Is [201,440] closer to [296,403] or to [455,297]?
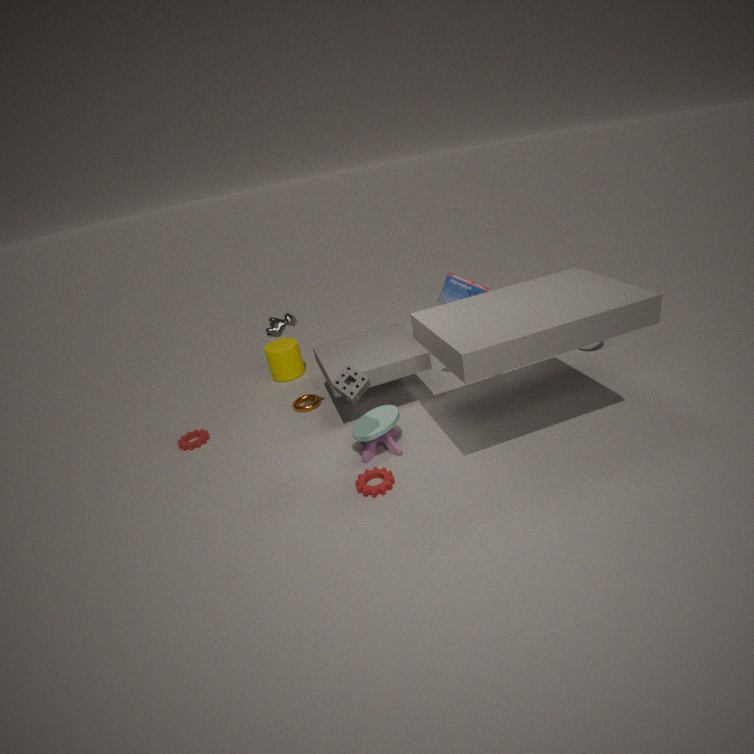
[296,403]
